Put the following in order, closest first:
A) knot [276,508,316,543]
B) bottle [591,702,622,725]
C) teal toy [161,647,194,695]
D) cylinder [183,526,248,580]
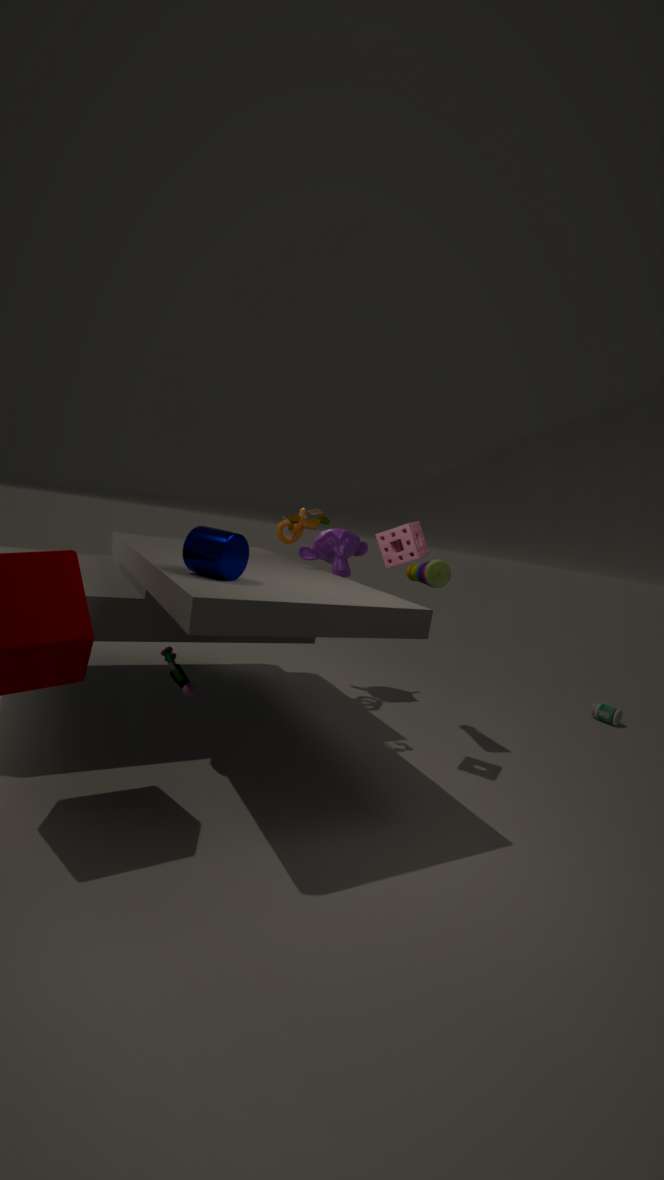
cylinder [183,526,248,580] < teal toy [161,647,194,695] < knot [276,508,316,543] < bottle [591,702,622,725]
